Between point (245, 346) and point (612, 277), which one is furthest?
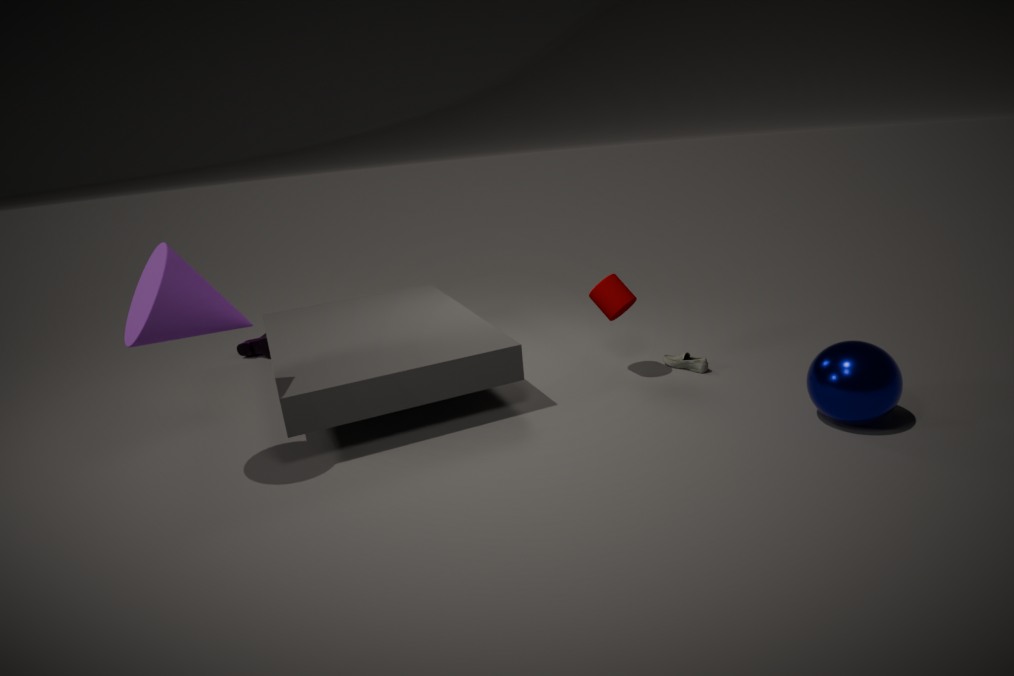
point (245, 346)
